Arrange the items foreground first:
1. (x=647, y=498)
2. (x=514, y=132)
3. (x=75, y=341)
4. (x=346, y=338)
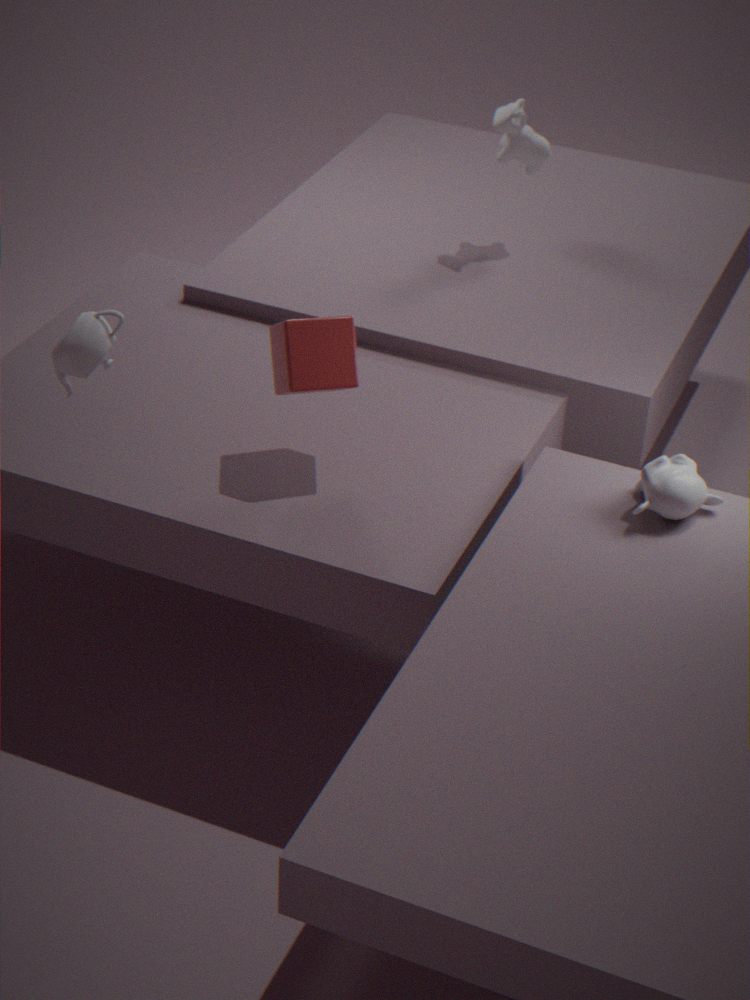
(x=75, y=341), (x=647, y=498), (x=346, y=338), (x=514, y=132)
